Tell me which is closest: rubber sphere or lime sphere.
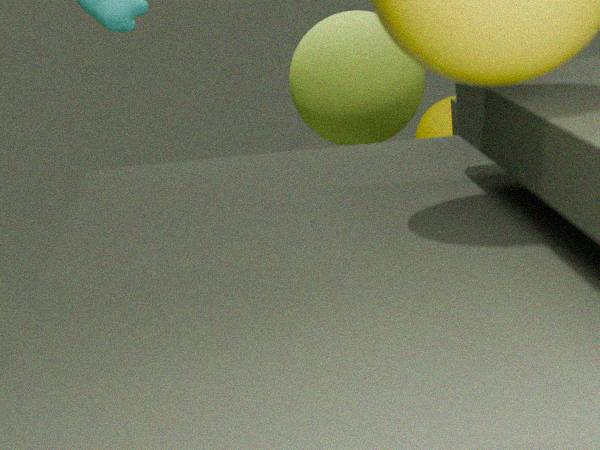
lime sphere
